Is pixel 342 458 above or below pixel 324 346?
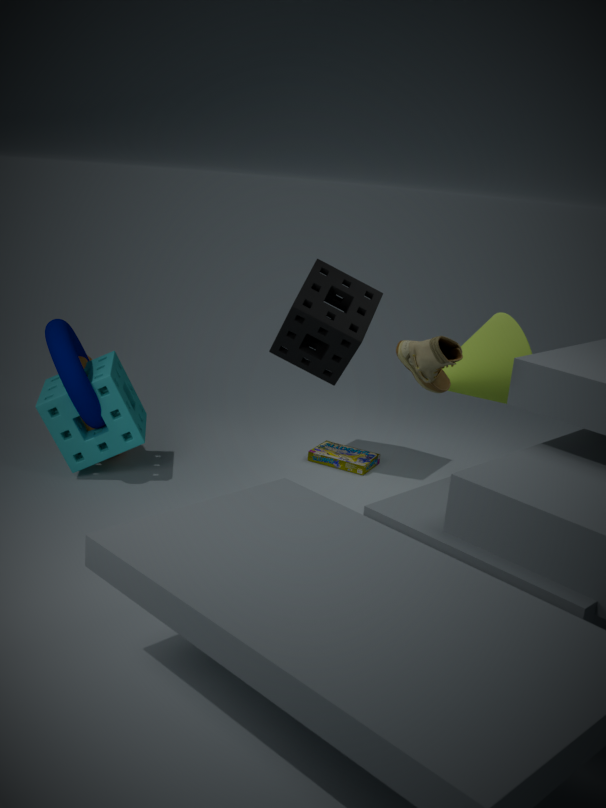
below
